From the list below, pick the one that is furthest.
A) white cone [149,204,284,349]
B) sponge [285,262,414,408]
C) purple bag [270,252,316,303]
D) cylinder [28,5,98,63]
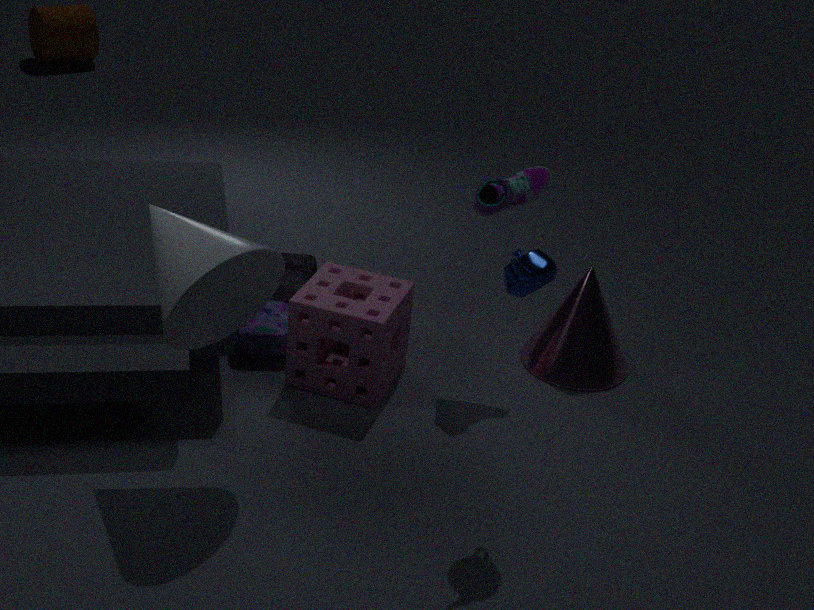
cylinder [28,5,98,63]
